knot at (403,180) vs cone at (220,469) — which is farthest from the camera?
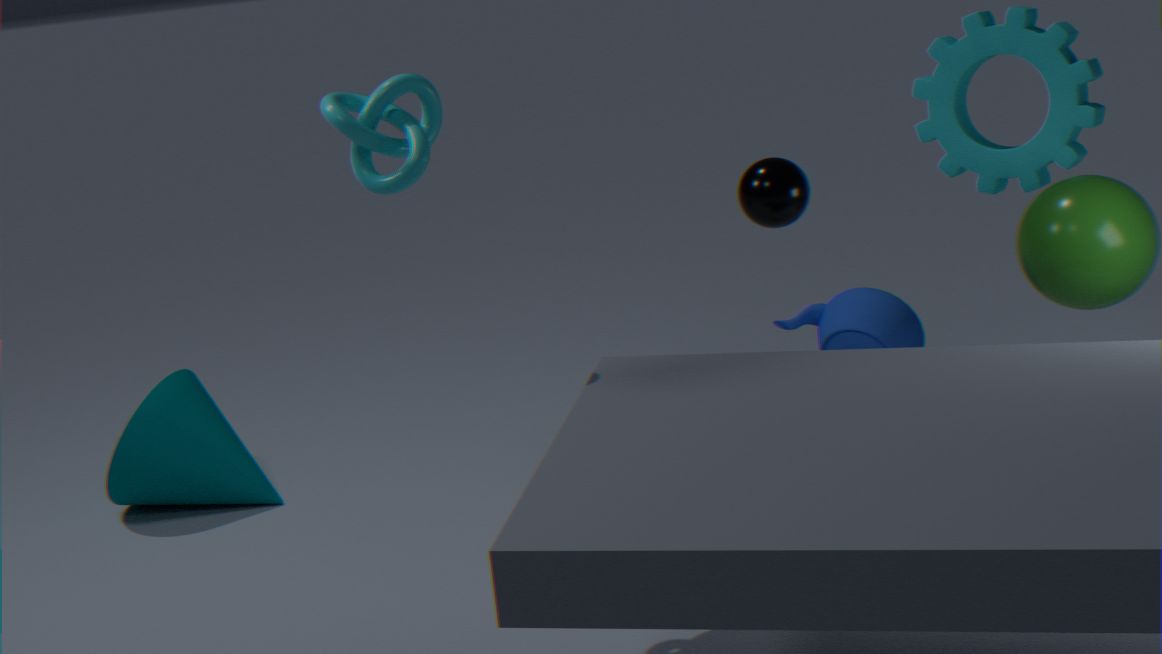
cone at (220,469)
